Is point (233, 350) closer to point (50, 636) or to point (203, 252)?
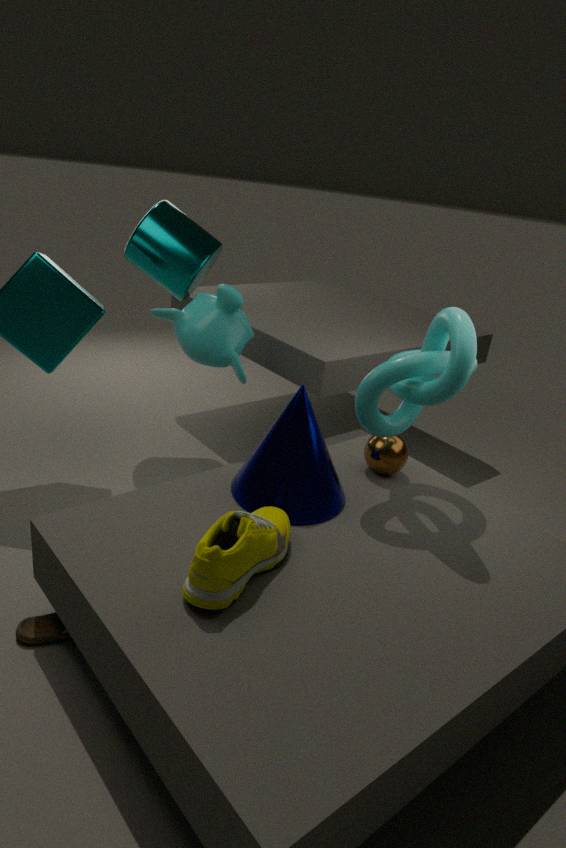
point (203, 252)
